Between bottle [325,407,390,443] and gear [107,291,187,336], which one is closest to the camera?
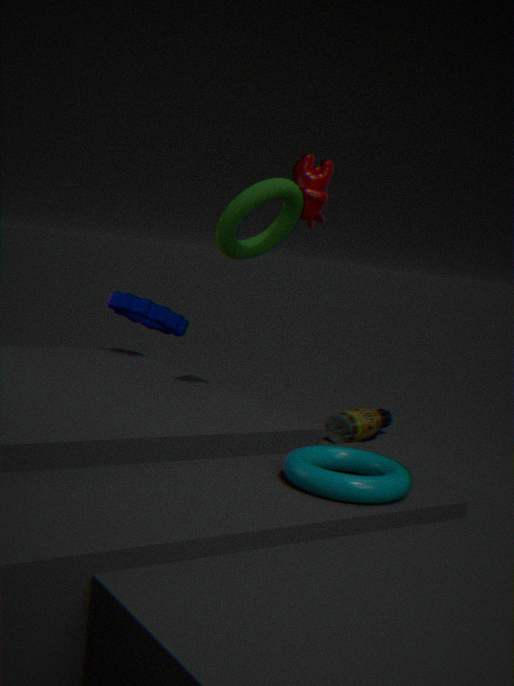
gear [107,291,187,336]
